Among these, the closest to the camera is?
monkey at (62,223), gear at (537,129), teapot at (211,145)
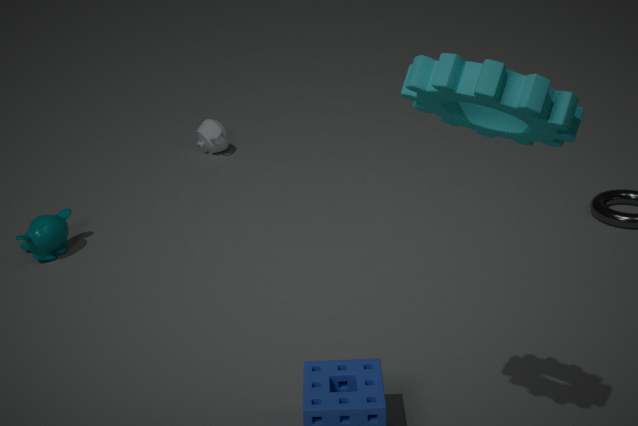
gear at (537,129)
